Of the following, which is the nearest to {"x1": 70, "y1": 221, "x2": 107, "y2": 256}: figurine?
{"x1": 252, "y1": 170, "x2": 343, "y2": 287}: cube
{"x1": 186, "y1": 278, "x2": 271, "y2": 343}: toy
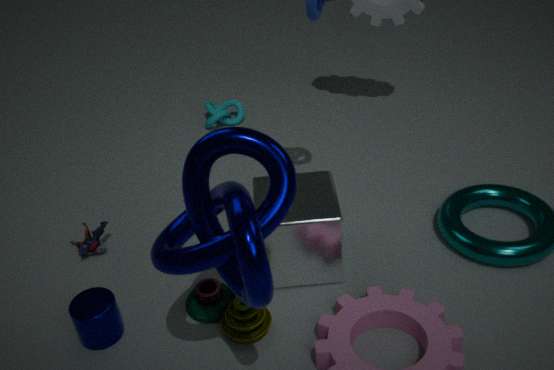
{"x1": 186, "y1": 278, "x2": 271, "y2": 343}: toy
